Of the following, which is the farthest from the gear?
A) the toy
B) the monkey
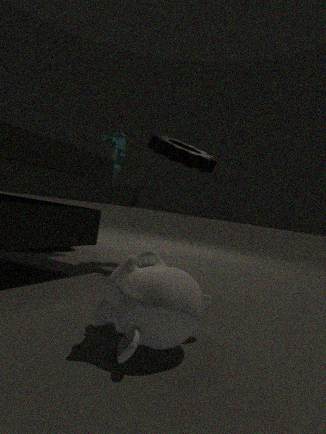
the monkey
